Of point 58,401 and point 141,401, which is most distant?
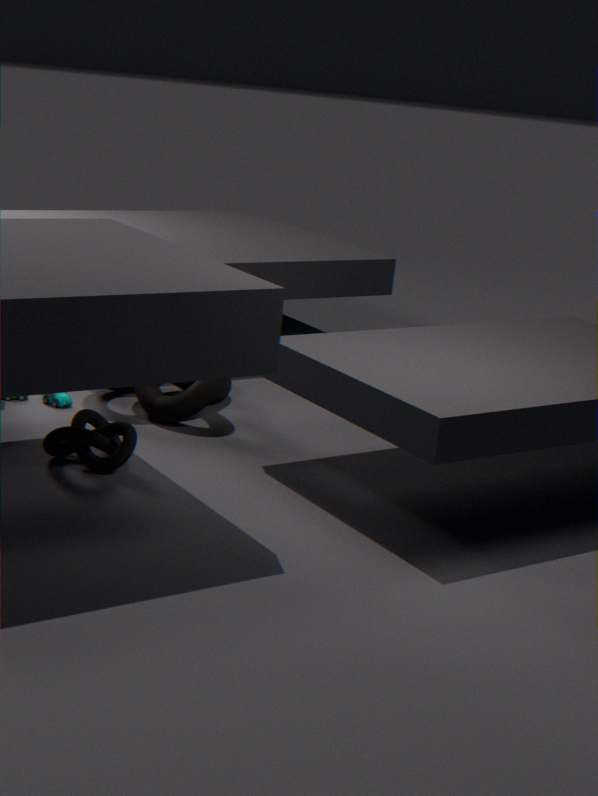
point 58,401
